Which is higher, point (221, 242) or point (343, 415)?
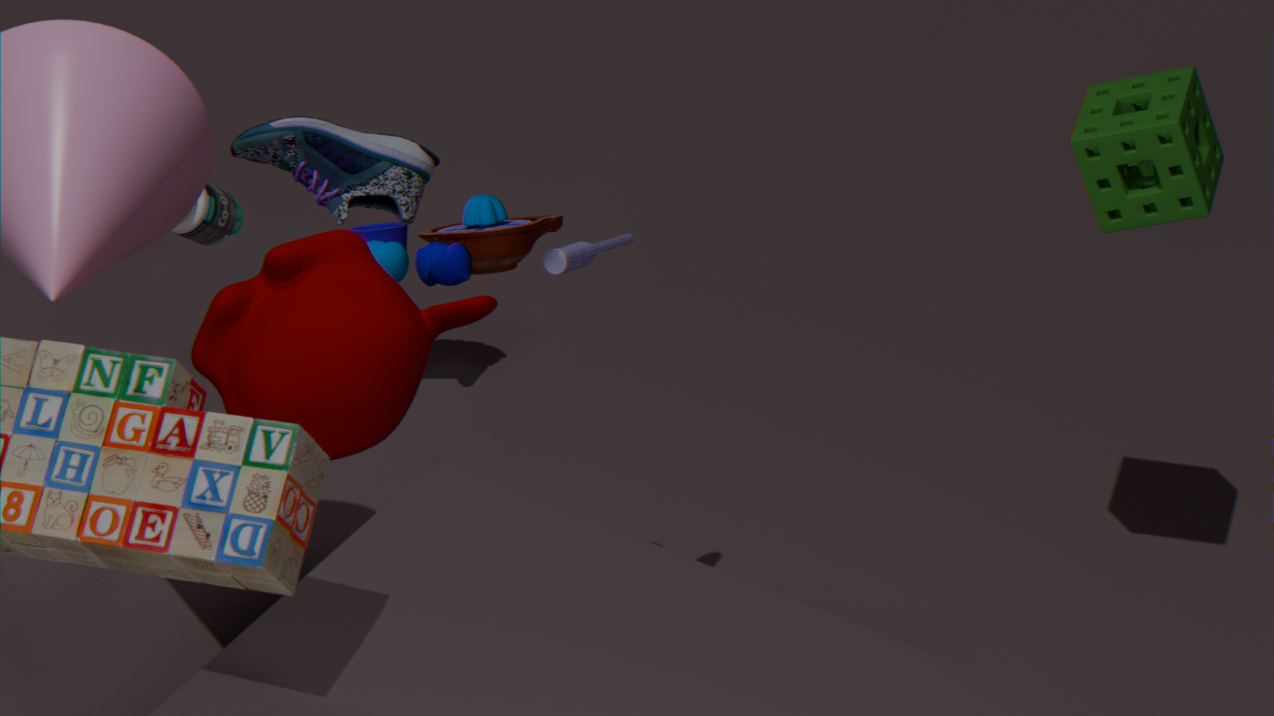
point (343, 415)
